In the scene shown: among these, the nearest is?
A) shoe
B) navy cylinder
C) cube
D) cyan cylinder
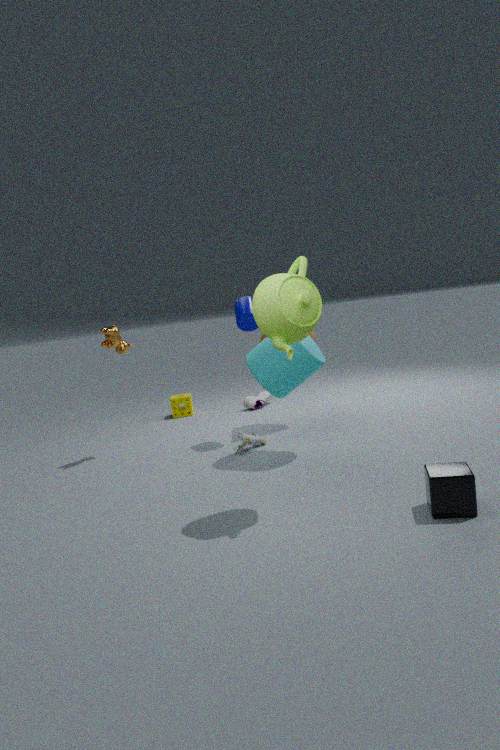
cube
